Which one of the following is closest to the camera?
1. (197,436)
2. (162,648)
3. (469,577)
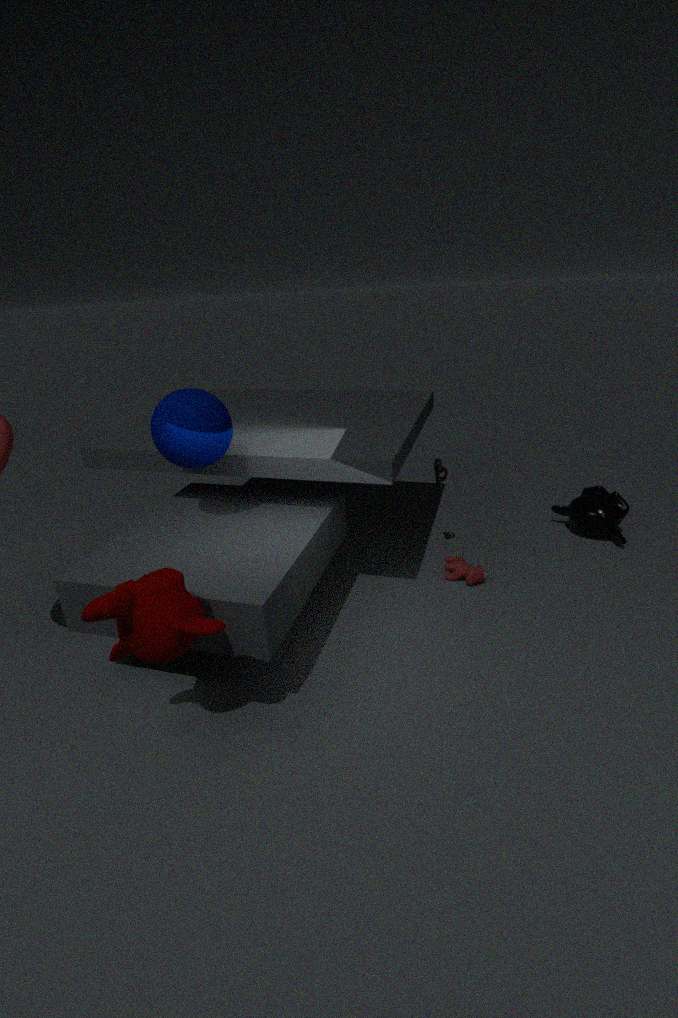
(162,648)
